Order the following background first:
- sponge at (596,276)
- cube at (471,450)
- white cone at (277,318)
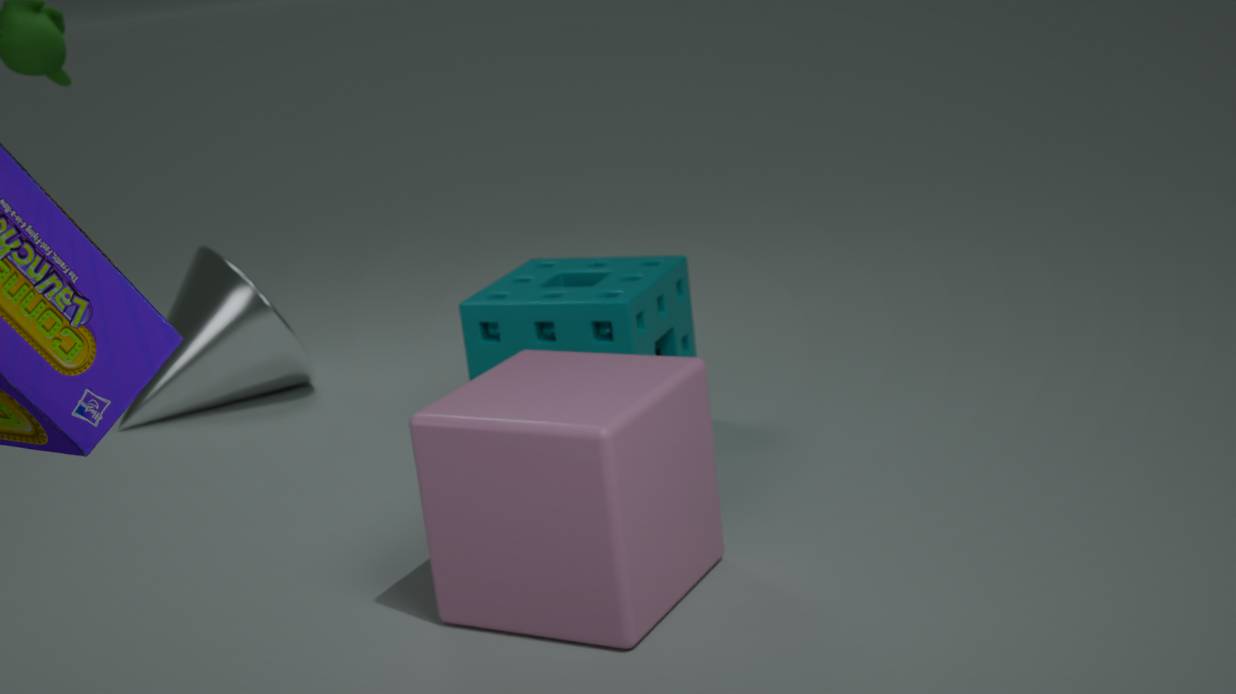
1. white cone at (277,318)
2. sponge at (596,276)
3. cube at (471,450)
